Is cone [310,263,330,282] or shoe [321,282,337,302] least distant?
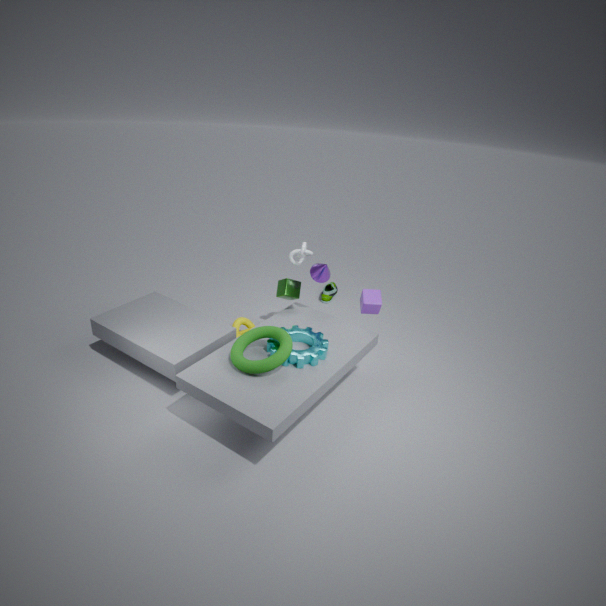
cone [310,263,330,282]
